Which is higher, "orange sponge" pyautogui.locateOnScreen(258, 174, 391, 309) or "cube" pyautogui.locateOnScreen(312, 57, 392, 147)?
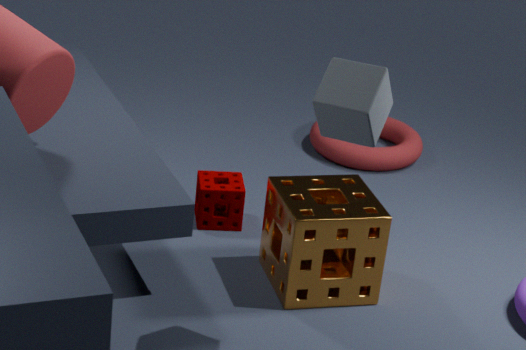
"cube" pyautogui.locateOnScreen(312, 57, 392, 147)
